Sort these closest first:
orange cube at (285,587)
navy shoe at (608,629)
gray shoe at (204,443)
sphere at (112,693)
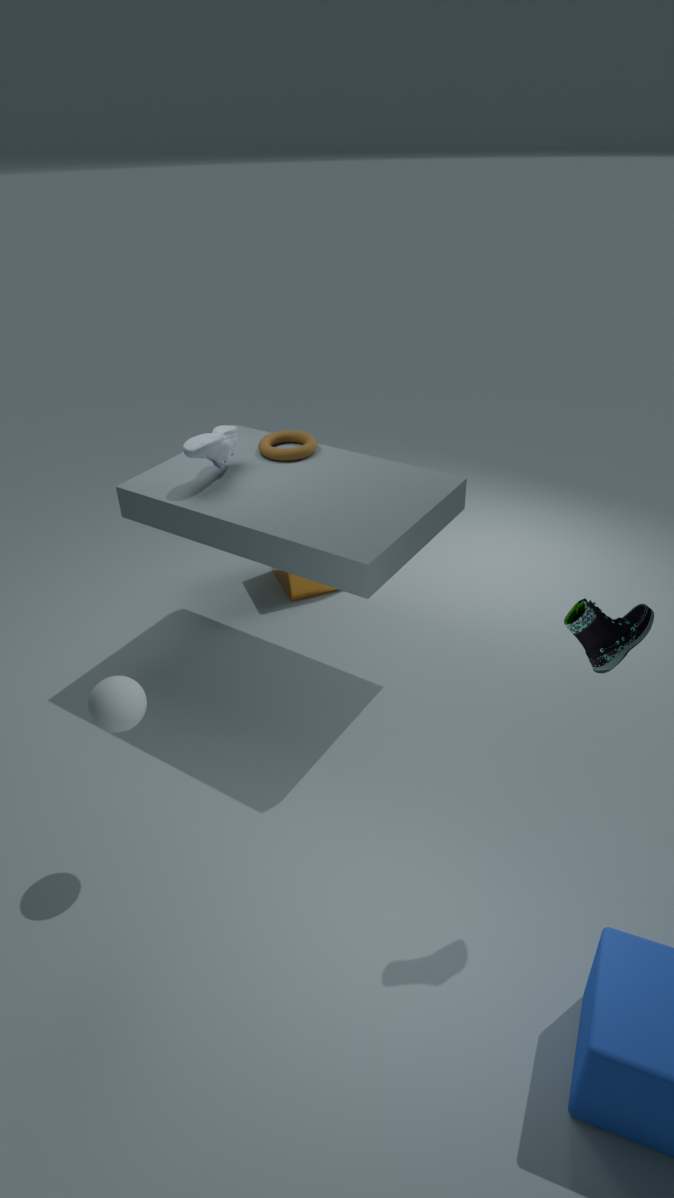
1. navy shoe at (608,629)
2. sphere at (112,693)
3. gray shoe at (204,443)
4. orange cube at (285,587)
